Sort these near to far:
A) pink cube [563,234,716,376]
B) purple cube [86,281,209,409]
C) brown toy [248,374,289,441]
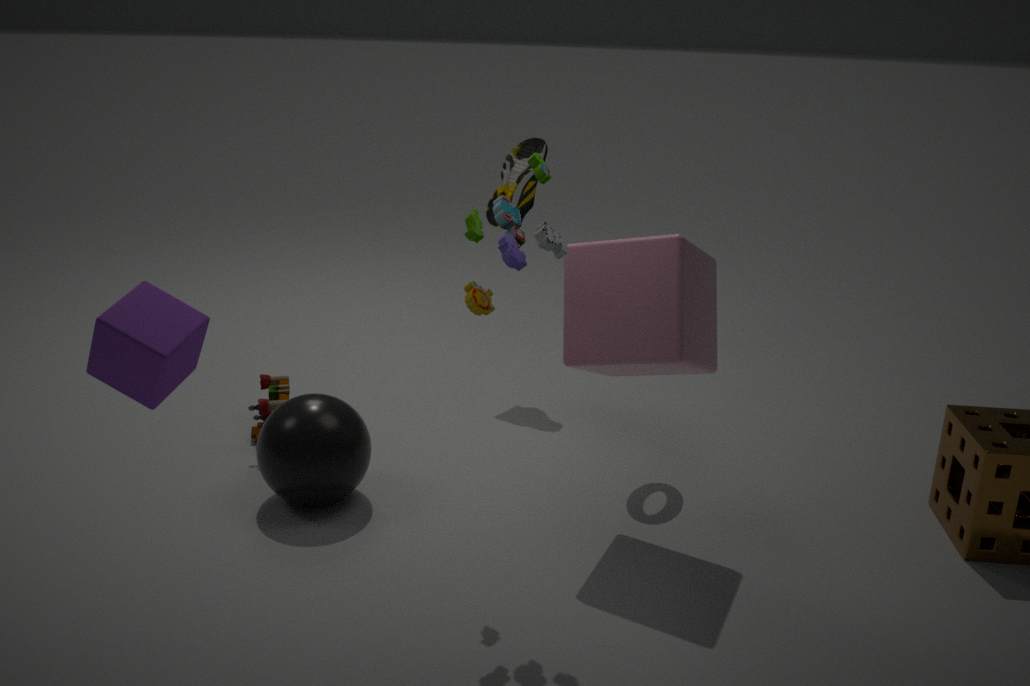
purple cube [86,281,209,409], pink cube [563,234,716,376], brown toy [248,374,289,441]
